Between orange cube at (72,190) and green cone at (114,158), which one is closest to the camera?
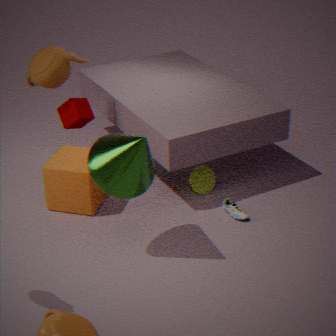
green cone at (114,158)
